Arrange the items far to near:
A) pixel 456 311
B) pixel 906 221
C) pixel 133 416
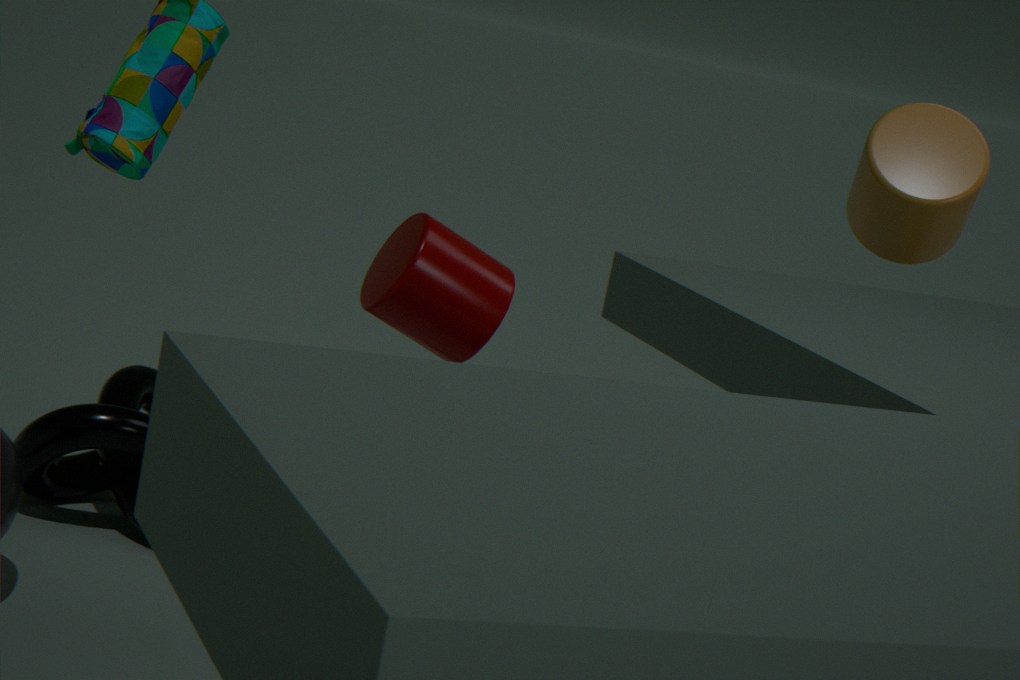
pixel 133 416, pixel 456 311, pixel 906 221
